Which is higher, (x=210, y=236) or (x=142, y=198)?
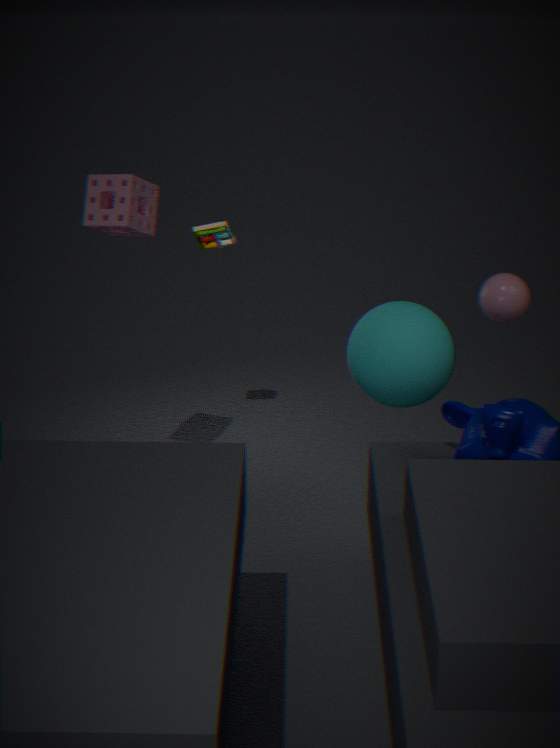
(x=142, y=198)
